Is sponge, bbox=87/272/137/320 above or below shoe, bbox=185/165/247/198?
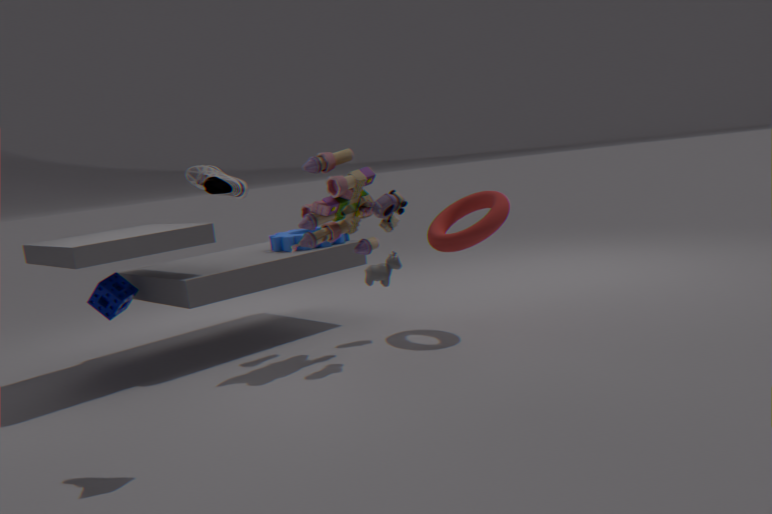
below
